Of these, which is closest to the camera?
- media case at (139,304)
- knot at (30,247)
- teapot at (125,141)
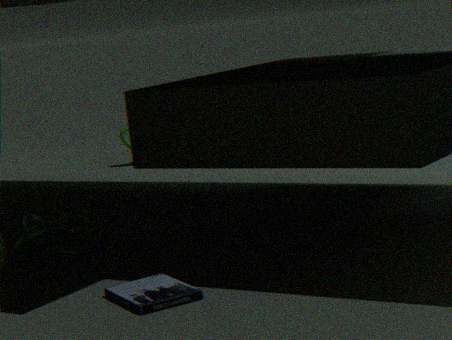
media case at (139,304)
